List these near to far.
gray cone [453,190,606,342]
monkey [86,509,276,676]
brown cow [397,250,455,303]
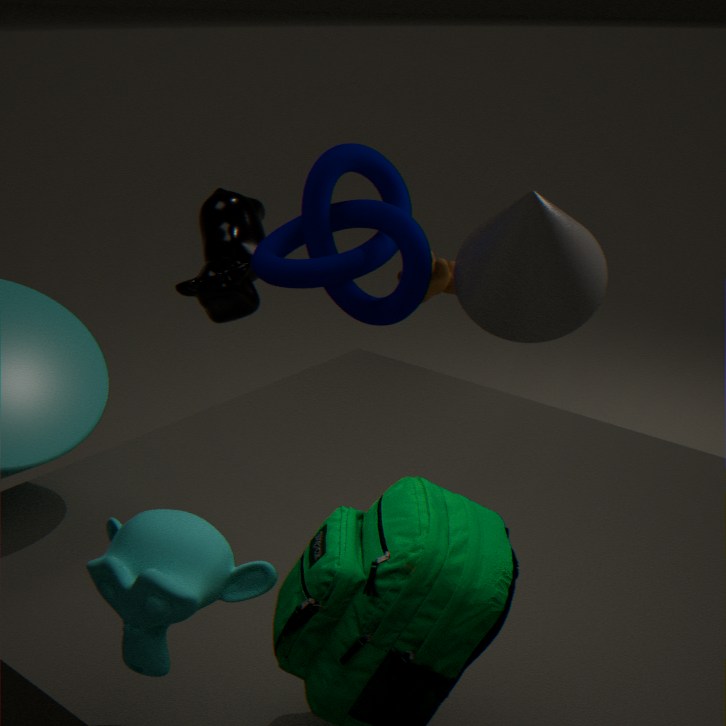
1. monkey [86,509,276,676]
2. gray cone [453,190,606,342]
3. brown cow [397,250,455,303]
